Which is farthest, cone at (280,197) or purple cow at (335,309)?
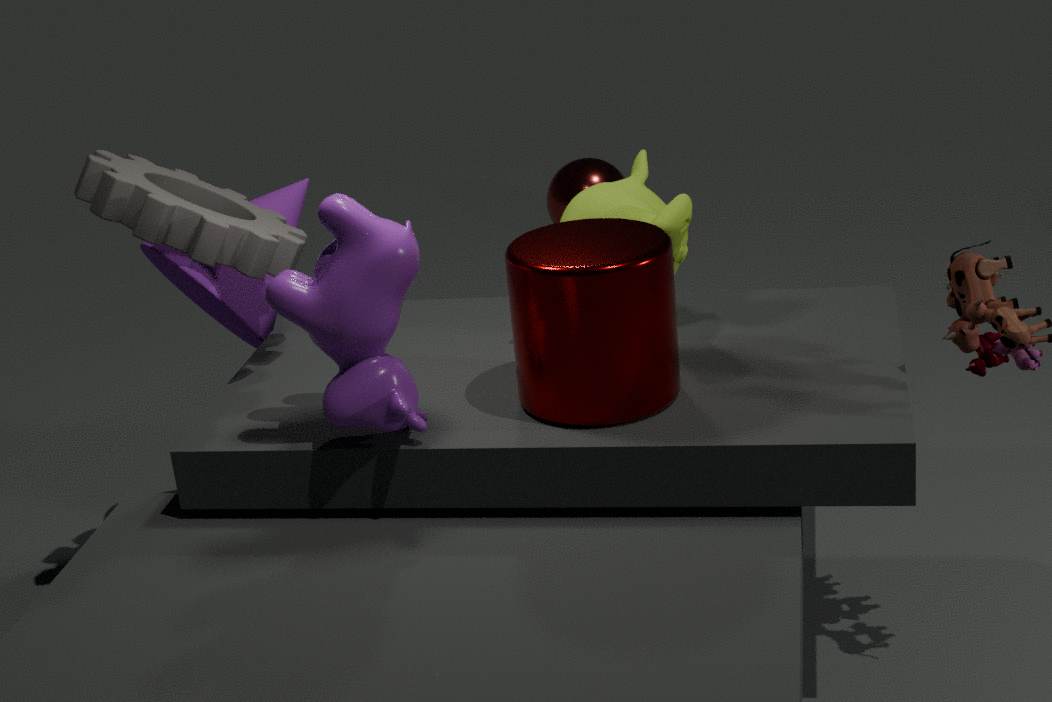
cone at (280,197)
